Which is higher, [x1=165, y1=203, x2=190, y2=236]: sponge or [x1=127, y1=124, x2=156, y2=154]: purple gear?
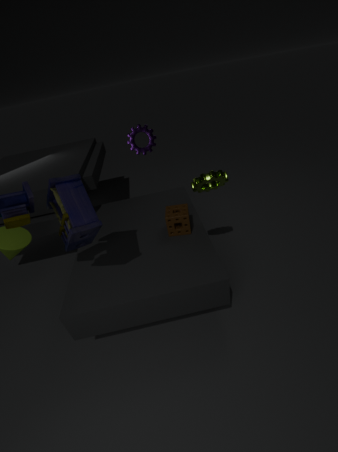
[x1=127, y1=124, x2=156, y2=154]: purple gear
